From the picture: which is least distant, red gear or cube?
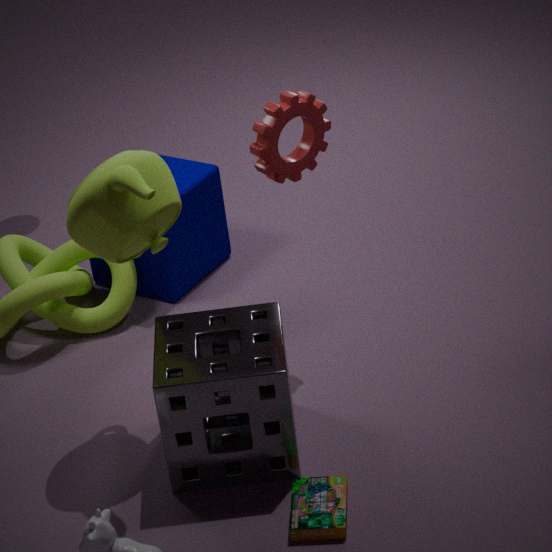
red gear
